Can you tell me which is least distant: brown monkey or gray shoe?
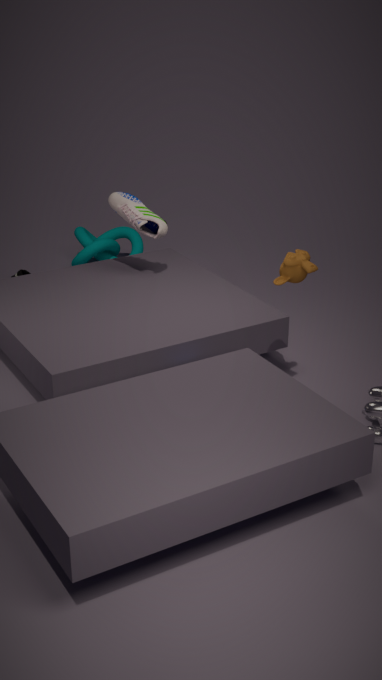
brown monkey
